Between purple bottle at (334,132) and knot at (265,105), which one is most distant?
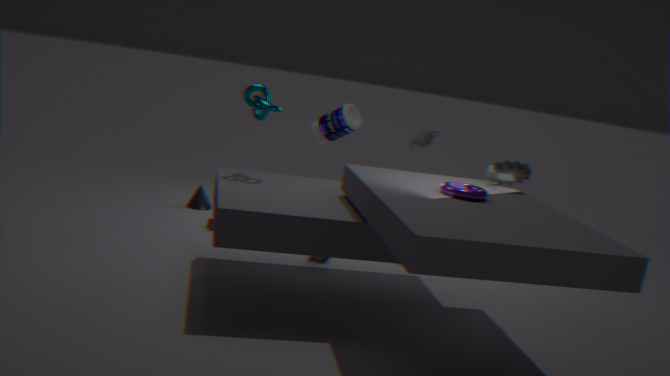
purple bottle at (334,132)
